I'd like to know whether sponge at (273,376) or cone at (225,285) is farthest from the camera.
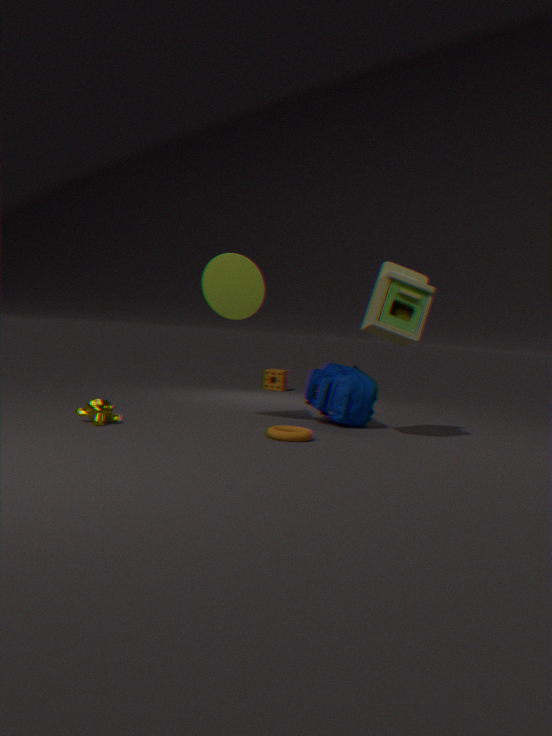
sponge at (273,376)
